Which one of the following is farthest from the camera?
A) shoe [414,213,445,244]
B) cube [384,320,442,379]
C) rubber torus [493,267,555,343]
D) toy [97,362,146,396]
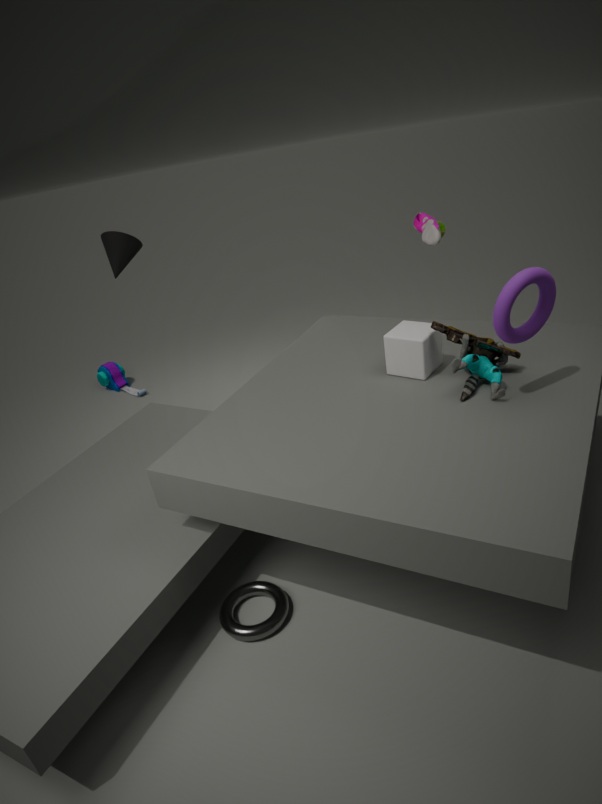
toy [97,362,146,396]
